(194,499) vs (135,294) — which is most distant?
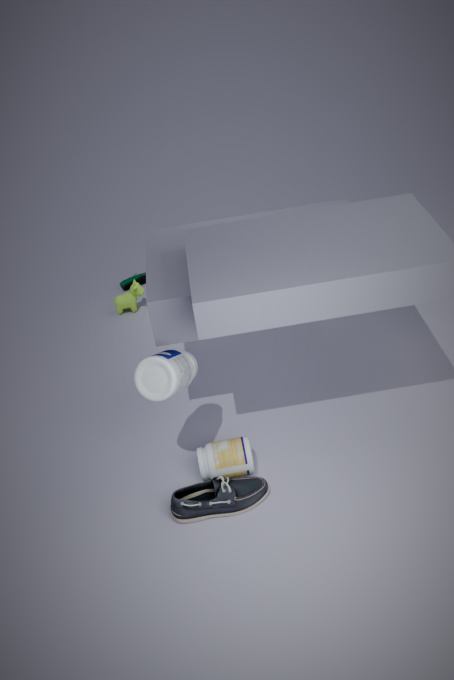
(135,294)
